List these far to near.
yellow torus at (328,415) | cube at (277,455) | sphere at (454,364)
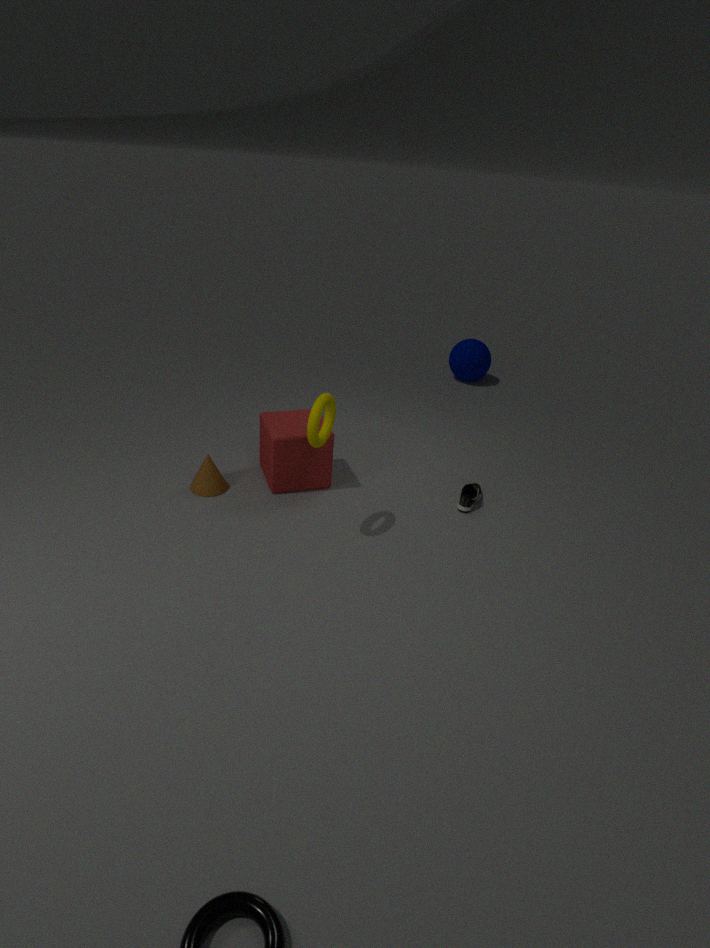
sphere at (454,364)
cube at (277,455)
yellow torus at (328,415)
